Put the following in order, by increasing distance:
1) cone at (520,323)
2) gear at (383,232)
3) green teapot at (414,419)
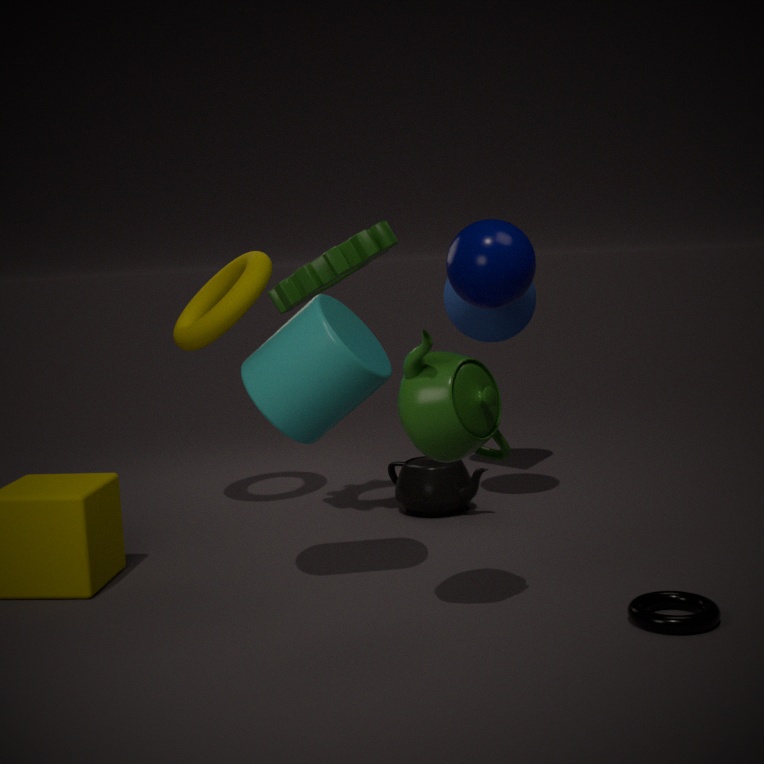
3. green teapot at (414,419) < 2. gear at (383,232) < 1. cone at (520,323)
